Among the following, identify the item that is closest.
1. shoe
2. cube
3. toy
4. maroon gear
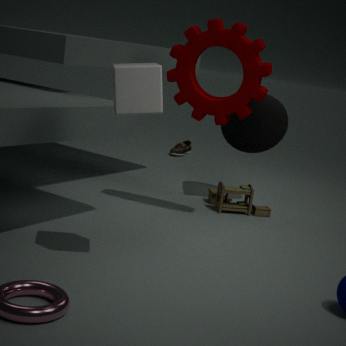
cube
